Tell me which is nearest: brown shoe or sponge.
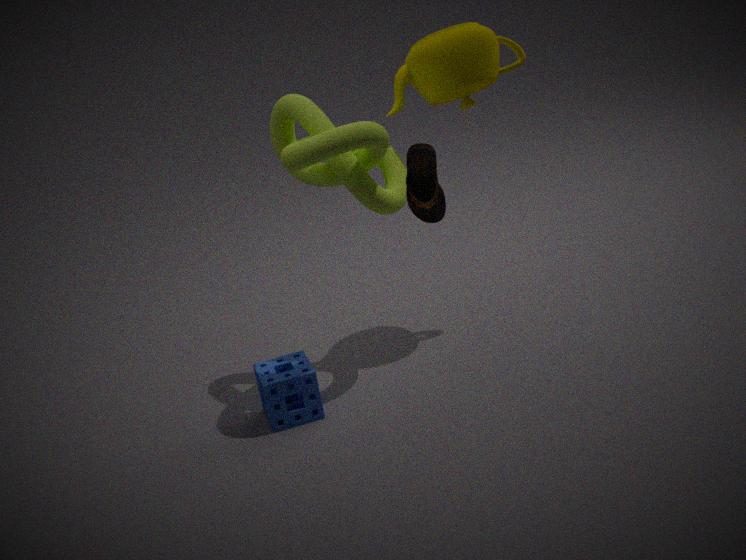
brown shoe
